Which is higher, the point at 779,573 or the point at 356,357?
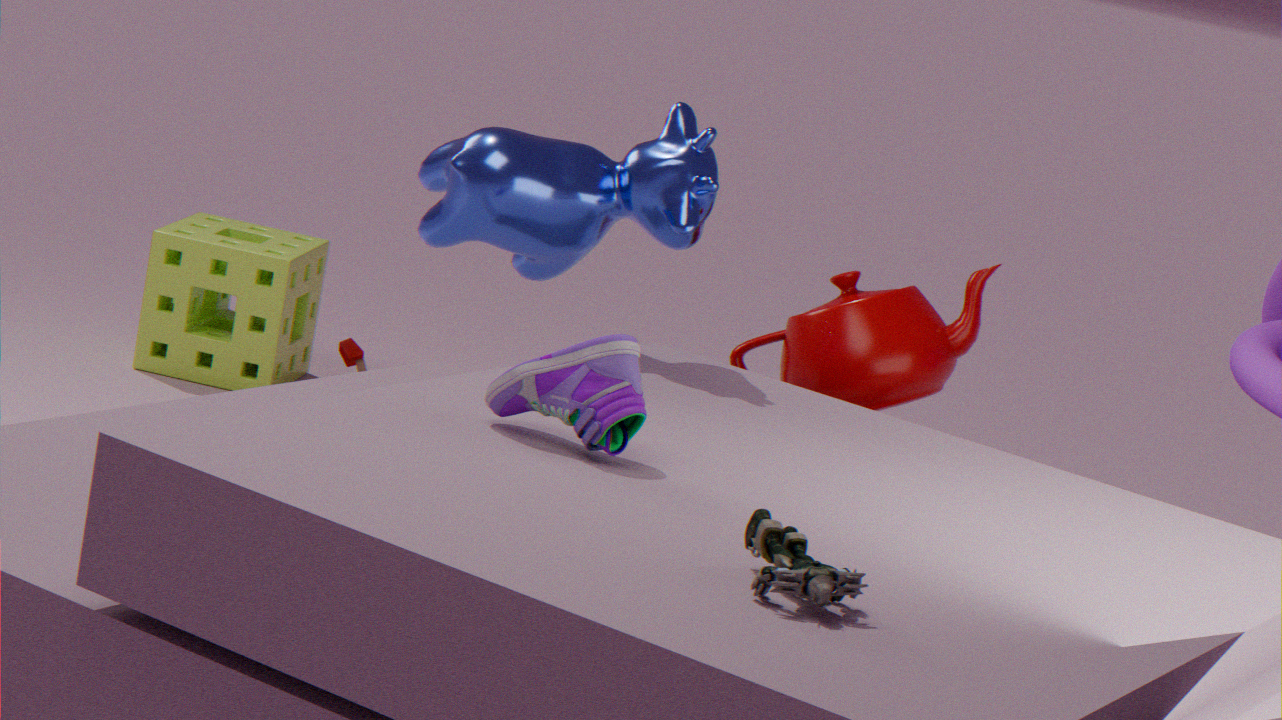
the point at 779,573
